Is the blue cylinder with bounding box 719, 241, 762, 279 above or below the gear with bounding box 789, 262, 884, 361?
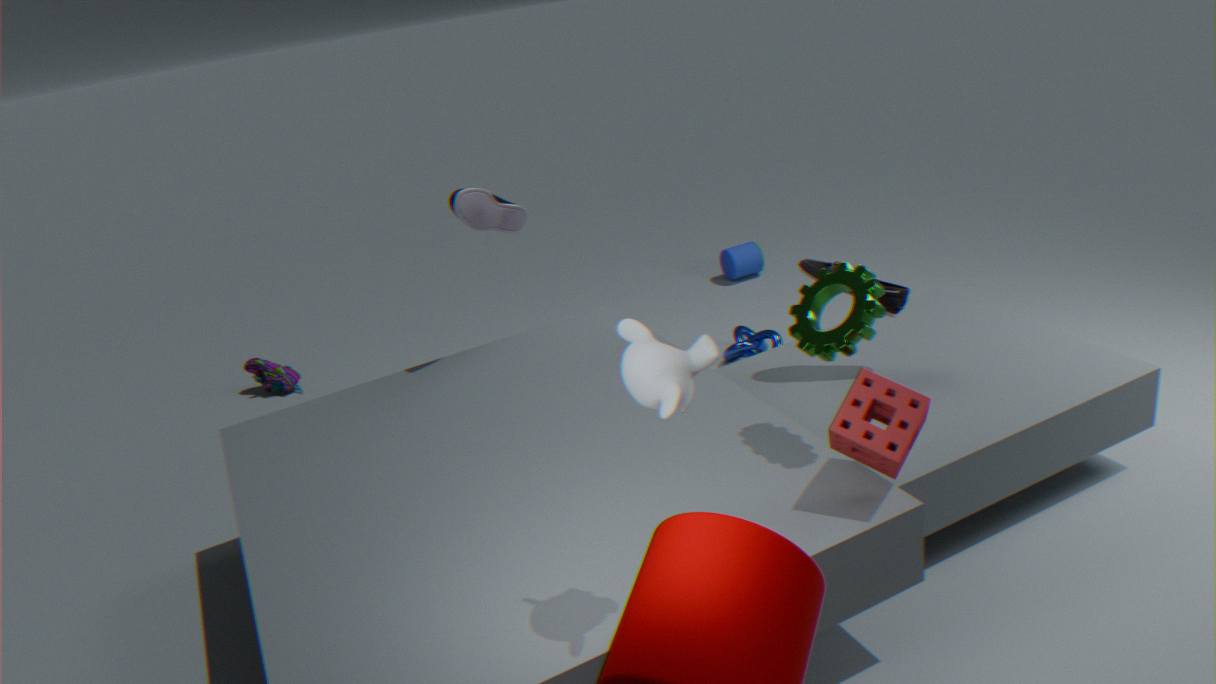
below
